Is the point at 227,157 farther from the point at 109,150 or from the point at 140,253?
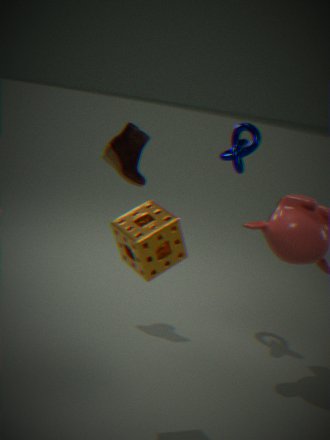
the point at 140,253
